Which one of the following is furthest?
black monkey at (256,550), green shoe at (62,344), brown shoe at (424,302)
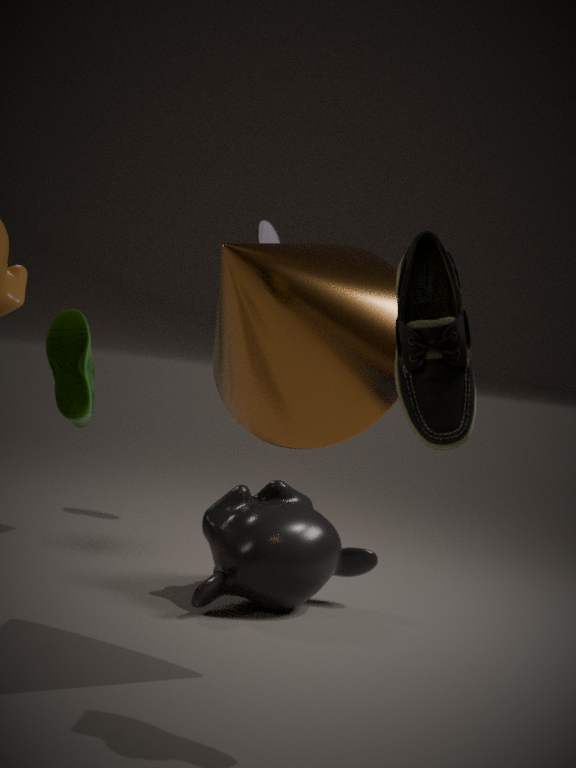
green shoe at (62,344)
